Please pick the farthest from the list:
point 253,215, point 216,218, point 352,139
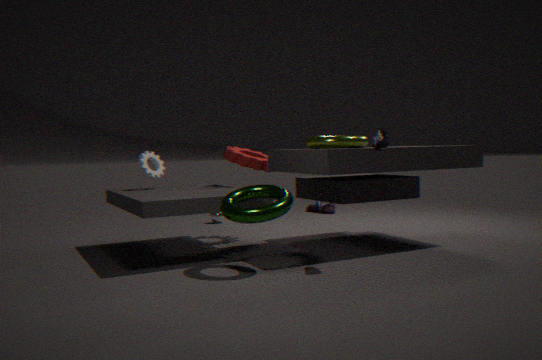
point 216,218
